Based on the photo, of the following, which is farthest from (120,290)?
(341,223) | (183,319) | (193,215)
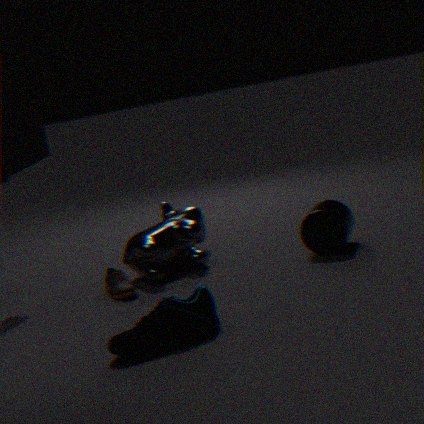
(341,223)
